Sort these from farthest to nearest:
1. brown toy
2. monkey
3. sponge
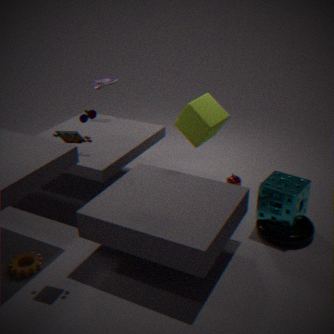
monkey → sponge → brown toy
